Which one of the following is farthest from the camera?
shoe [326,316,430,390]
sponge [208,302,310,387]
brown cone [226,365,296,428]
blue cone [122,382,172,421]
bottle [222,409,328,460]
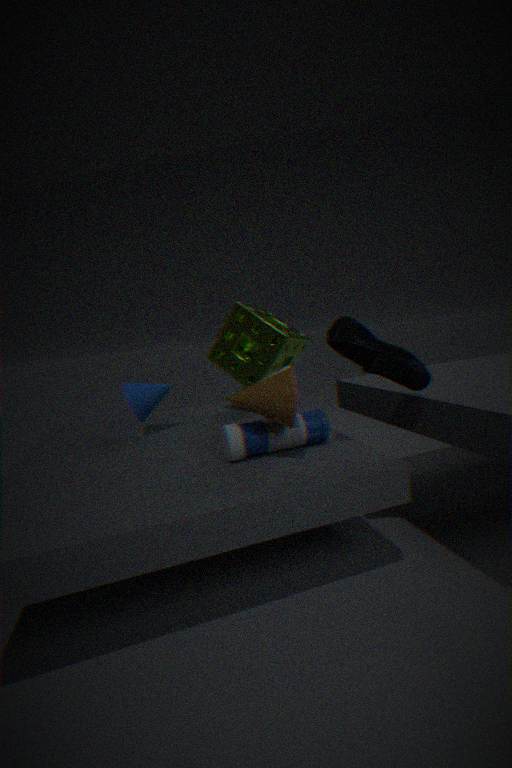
sponge [208,302,310,387]
